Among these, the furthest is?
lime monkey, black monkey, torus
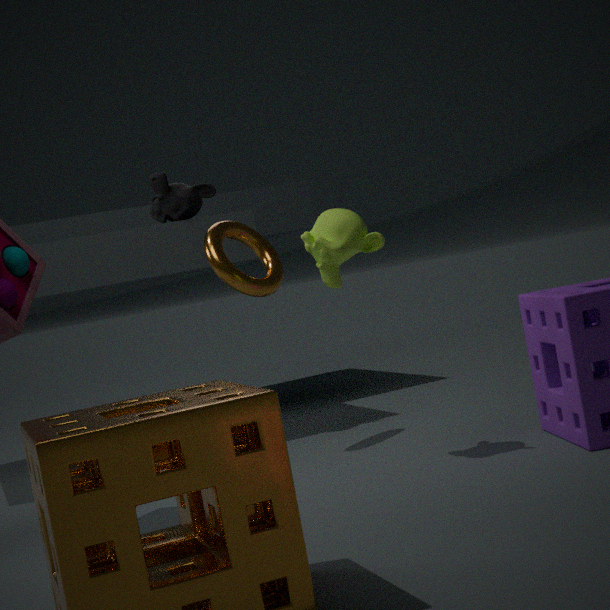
black monkey
